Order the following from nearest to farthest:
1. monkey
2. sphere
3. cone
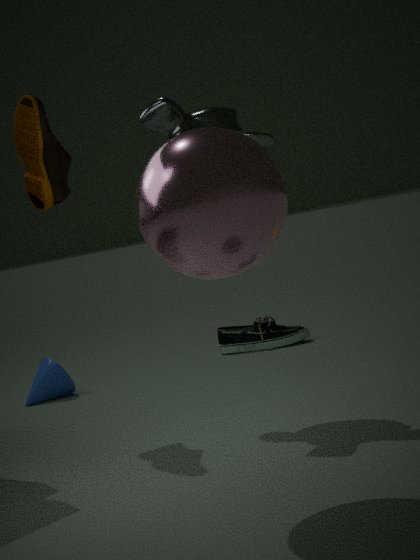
sphere → monkey → cone
